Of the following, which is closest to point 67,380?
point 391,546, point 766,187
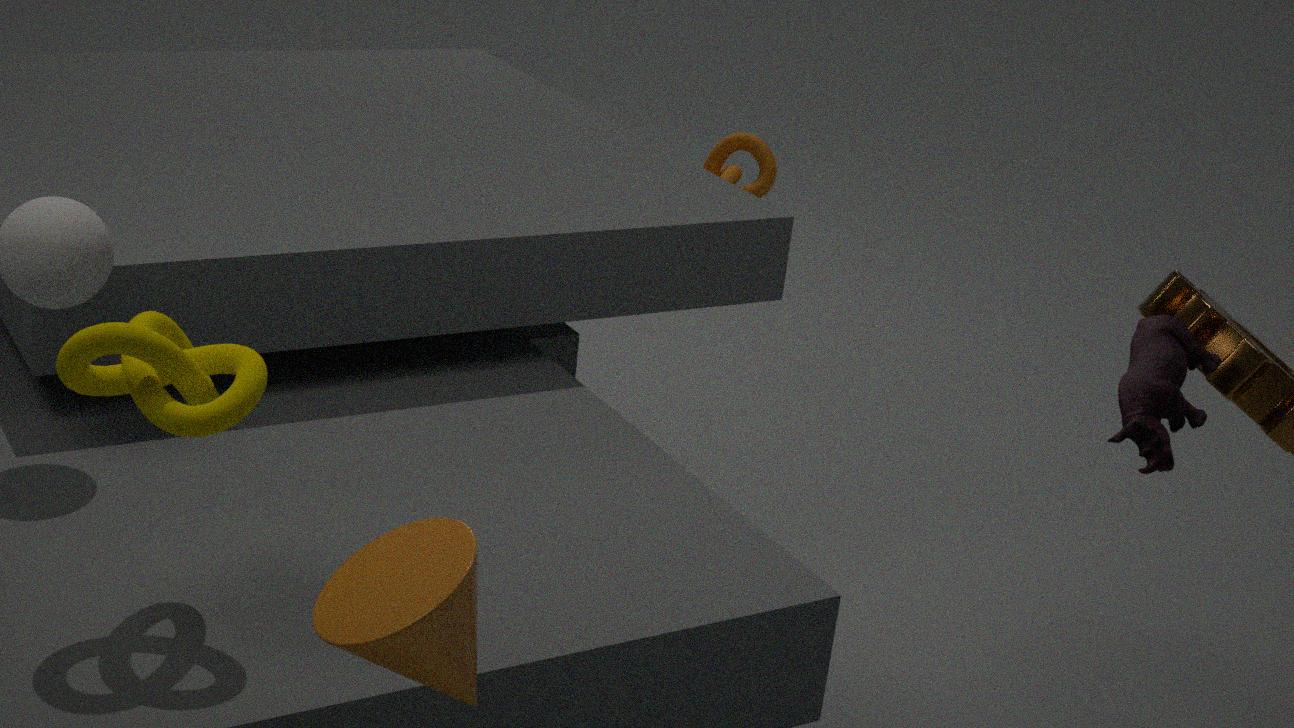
point 391,546
